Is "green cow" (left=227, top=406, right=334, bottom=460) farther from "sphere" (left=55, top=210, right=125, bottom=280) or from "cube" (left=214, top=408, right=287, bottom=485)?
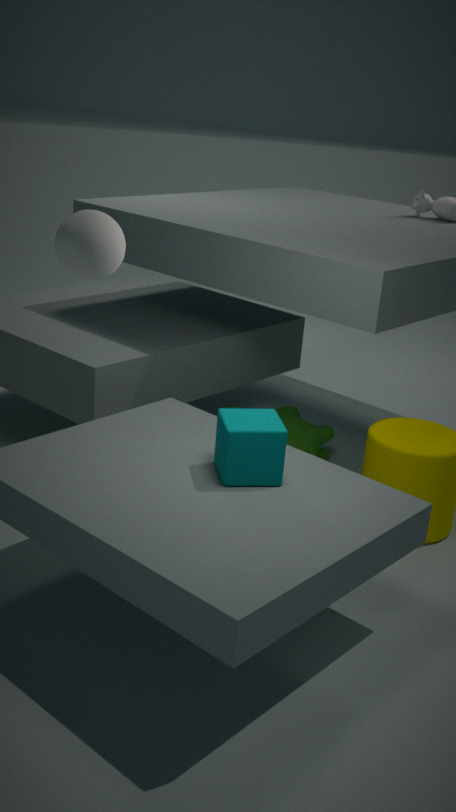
"sphere" (left=55, top=210, right=125, bottom=280)
